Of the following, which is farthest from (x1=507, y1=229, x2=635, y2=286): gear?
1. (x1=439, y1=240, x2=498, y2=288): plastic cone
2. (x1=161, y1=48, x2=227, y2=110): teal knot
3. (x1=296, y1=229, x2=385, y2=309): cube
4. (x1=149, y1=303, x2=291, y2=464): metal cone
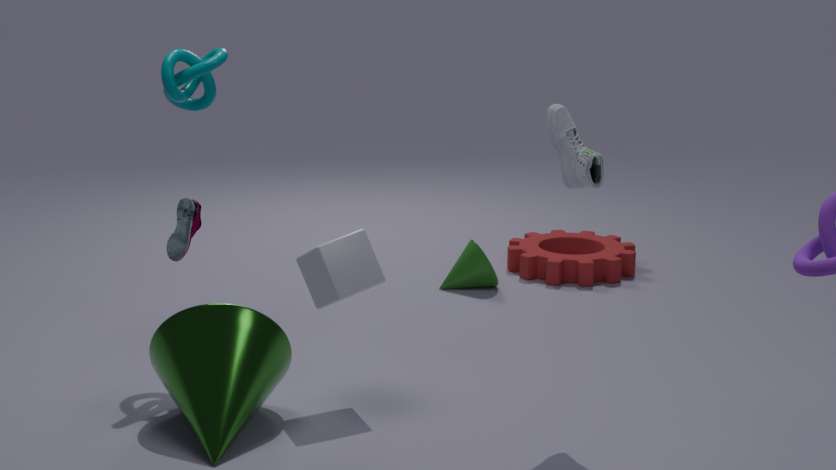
(x1=149, y1=303, x2=291, y2=464): metal cone
